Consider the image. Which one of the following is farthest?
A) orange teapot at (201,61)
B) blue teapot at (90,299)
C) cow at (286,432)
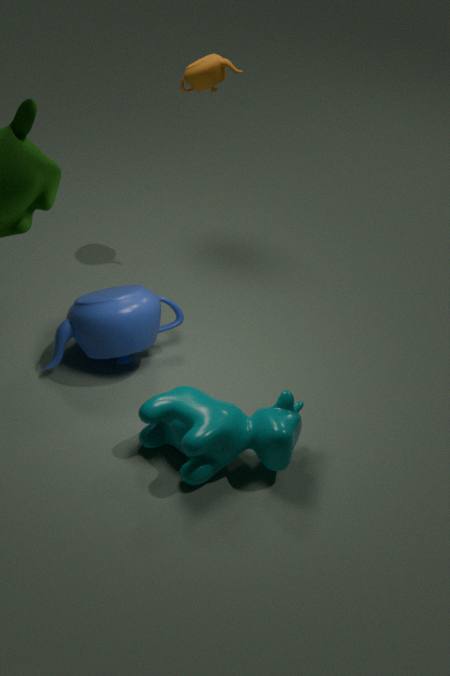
orange teapot at (201,61)
